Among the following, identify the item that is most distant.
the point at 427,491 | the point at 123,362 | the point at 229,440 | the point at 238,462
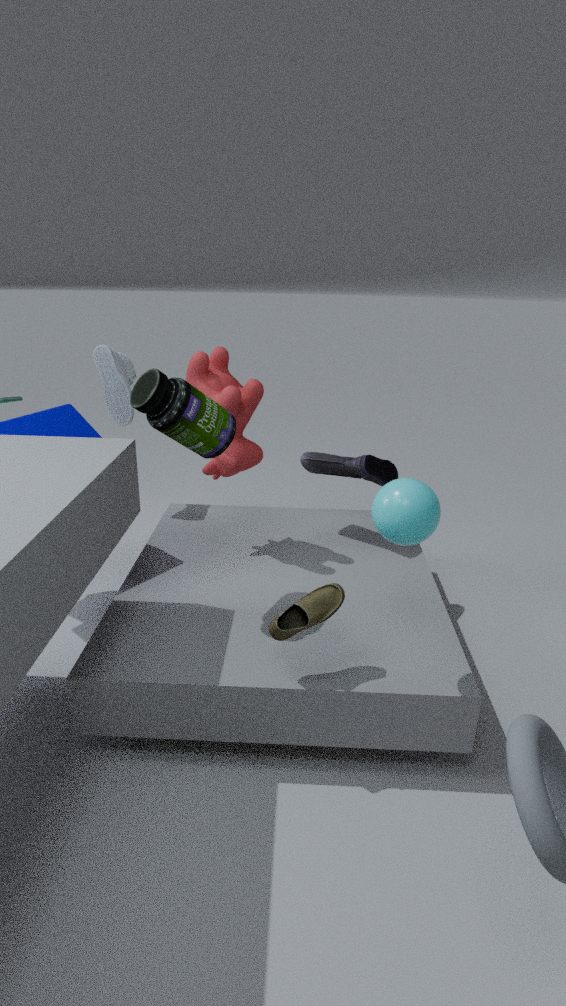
the point at 123,362
